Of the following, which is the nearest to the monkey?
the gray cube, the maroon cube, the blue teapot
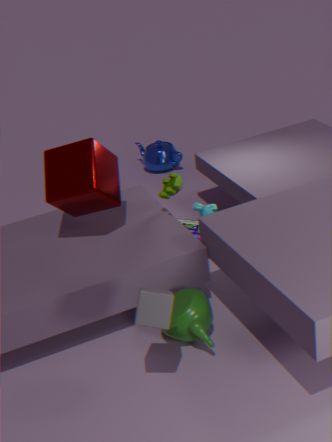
the maroon cube
